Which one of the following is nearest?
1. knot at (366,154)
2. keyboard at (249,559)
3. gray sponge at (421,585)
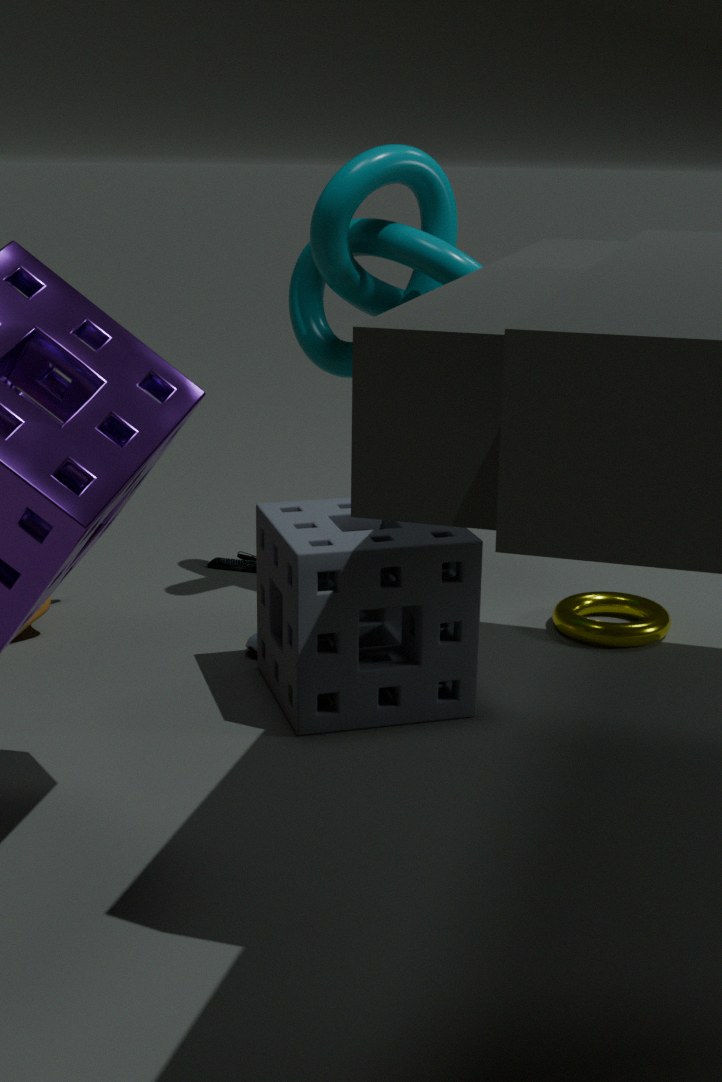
gray sponge at (421,585)
